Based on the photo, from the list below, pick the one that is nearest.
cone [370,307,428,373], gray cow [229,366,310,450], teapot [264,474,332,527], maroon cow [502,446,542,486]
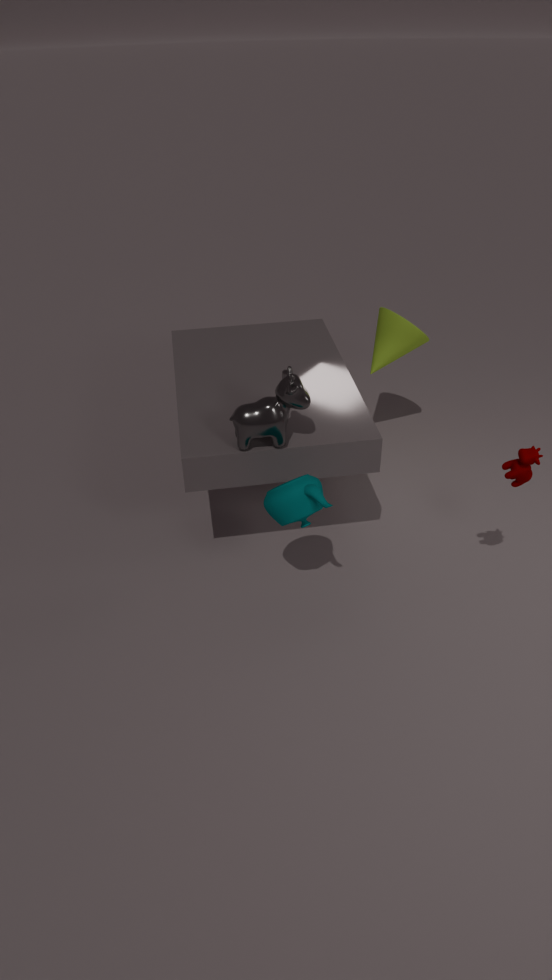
maroon cow [502,446,542,486]
